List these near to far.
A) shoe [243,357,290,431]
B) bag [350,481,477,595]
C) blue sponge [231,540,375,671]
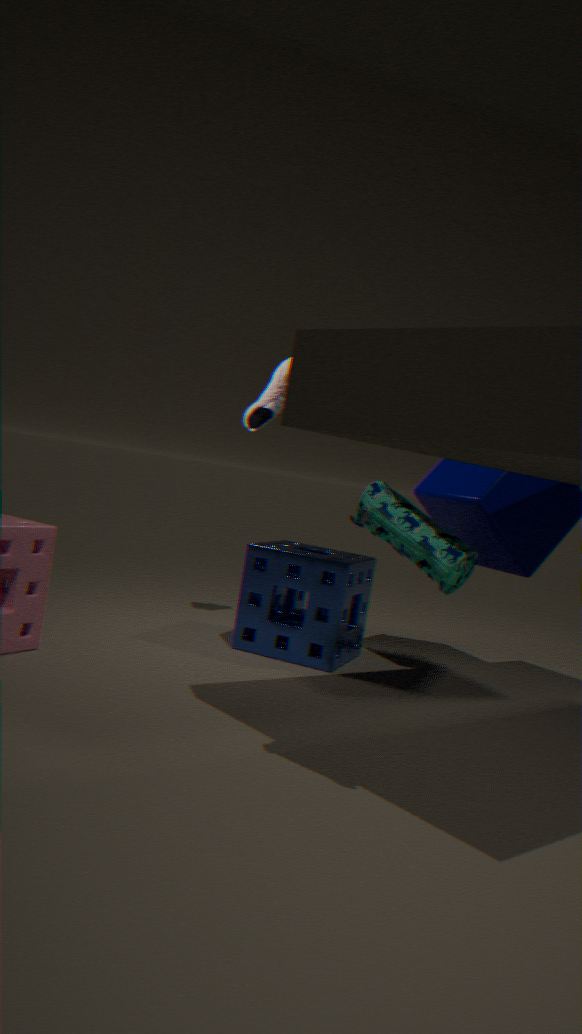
bag [350,481,477,595] → blue sponge [231,540,375,671] → shoe [243,357,290,431]
